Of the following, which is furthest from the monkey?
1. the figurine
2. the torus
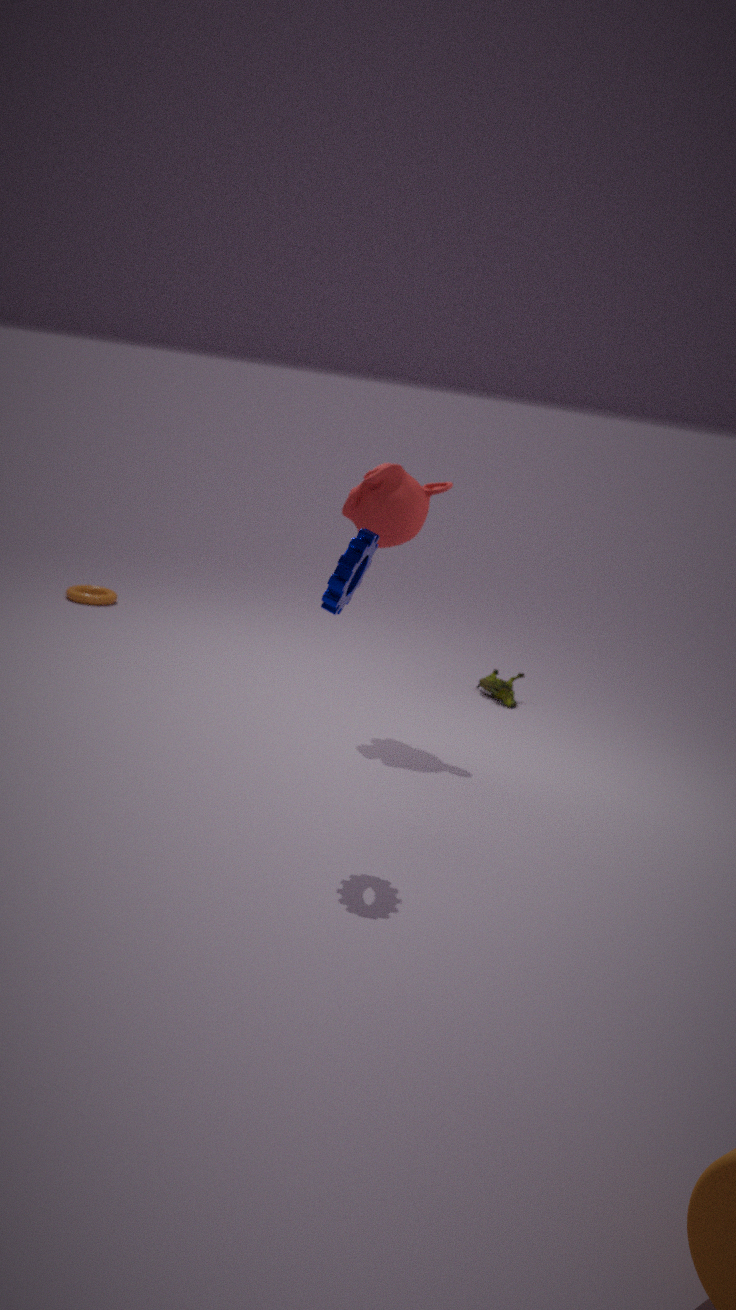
the torus
